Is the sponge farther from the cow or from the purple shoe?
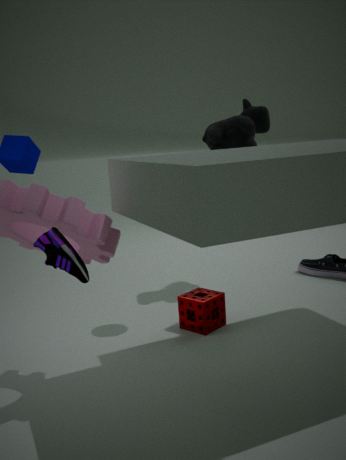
the purple shoe
